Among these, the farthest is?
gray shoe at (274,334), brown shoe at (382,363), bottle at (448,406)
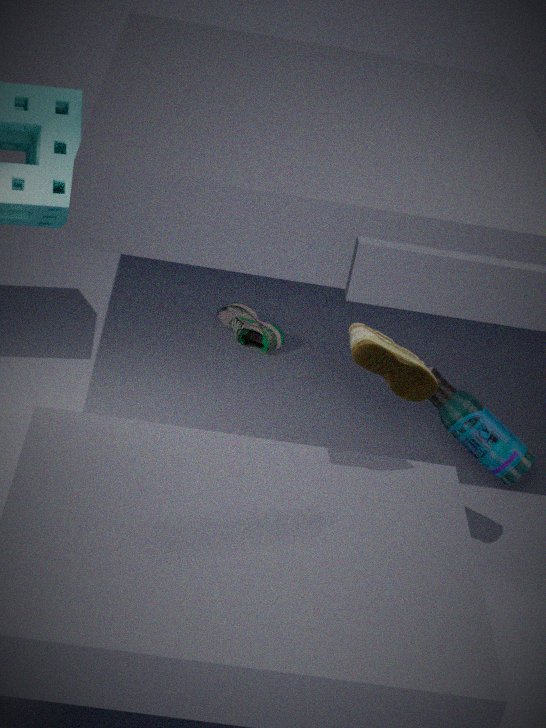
gray shoe at (274,334)
